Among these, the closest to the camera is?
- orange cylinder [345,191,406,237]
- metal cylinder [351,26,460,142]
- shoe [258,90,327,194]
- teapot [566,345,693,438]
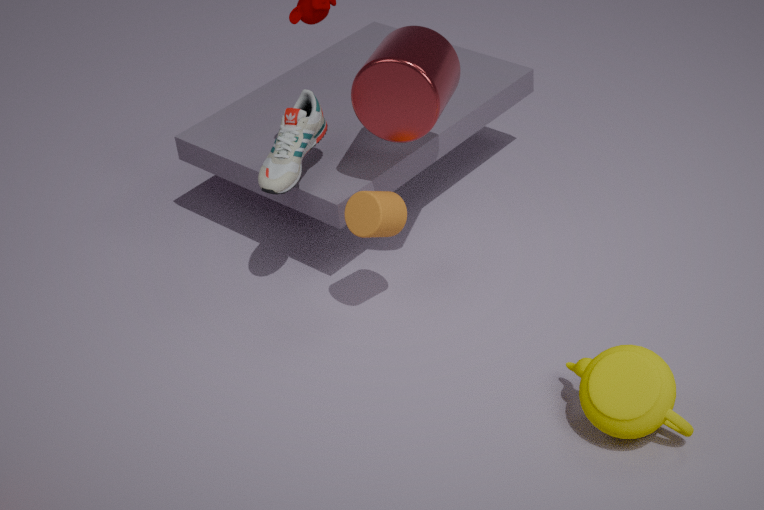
teapot [566,345,693,438]
